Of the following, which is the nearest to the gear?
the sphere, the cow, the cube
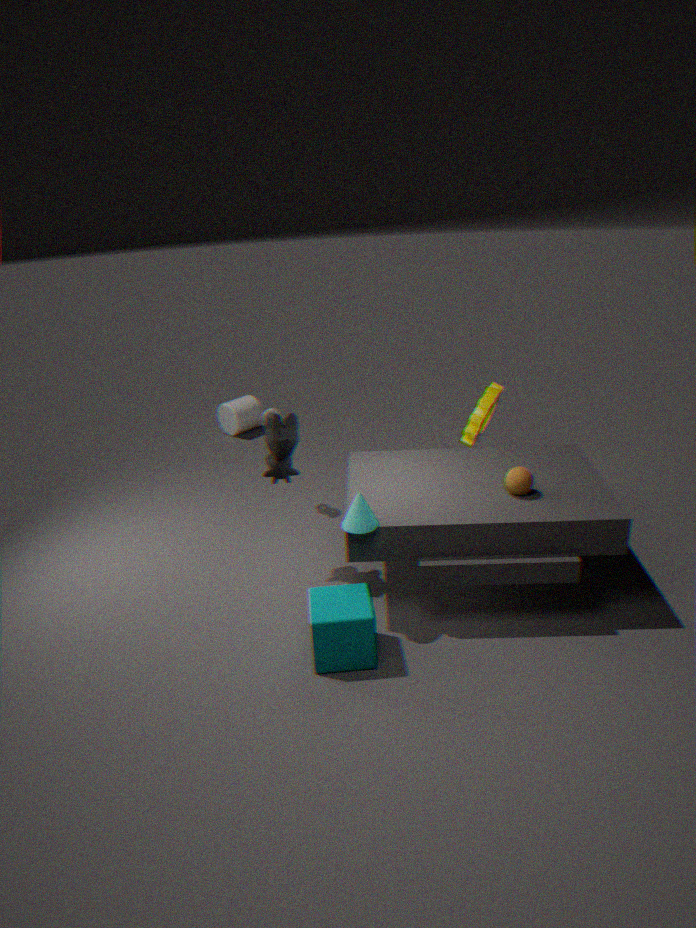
the sphere
